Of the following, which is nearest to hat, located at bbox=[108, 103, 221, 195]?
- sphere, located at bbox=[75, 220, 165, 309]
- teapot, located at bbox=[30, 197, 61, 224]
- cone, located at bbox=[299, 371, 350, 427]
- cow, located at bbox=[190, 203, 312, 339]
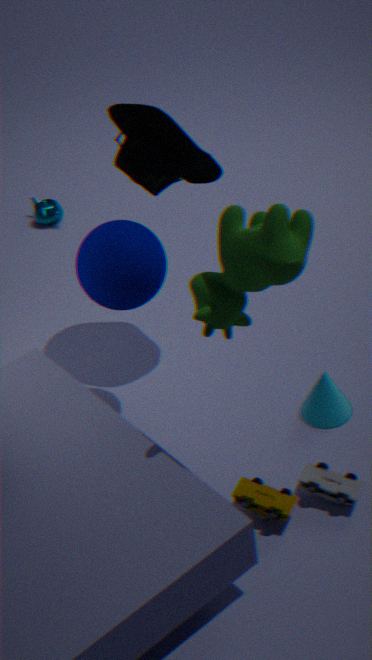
sphere, located at bbox=[75, 220, 165, 309]
